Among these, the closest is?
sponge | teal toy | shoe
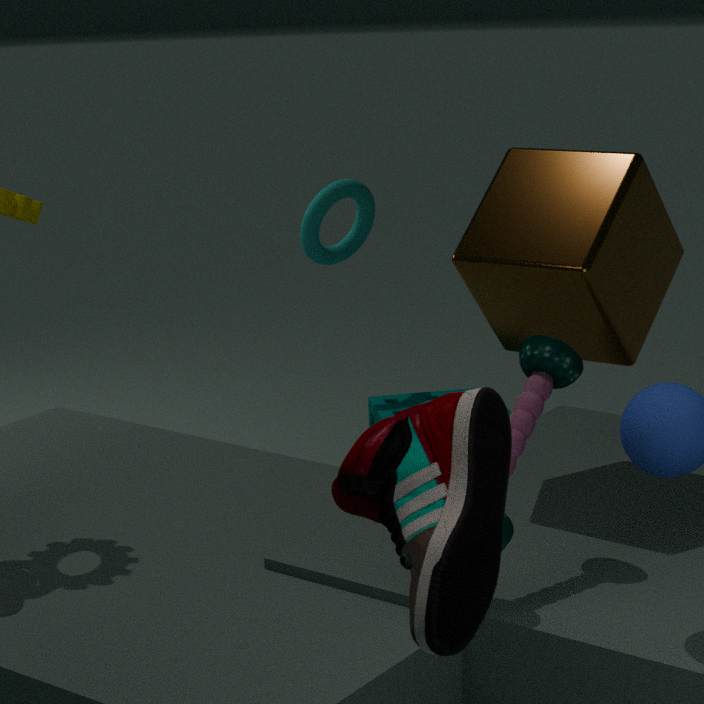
shoe
